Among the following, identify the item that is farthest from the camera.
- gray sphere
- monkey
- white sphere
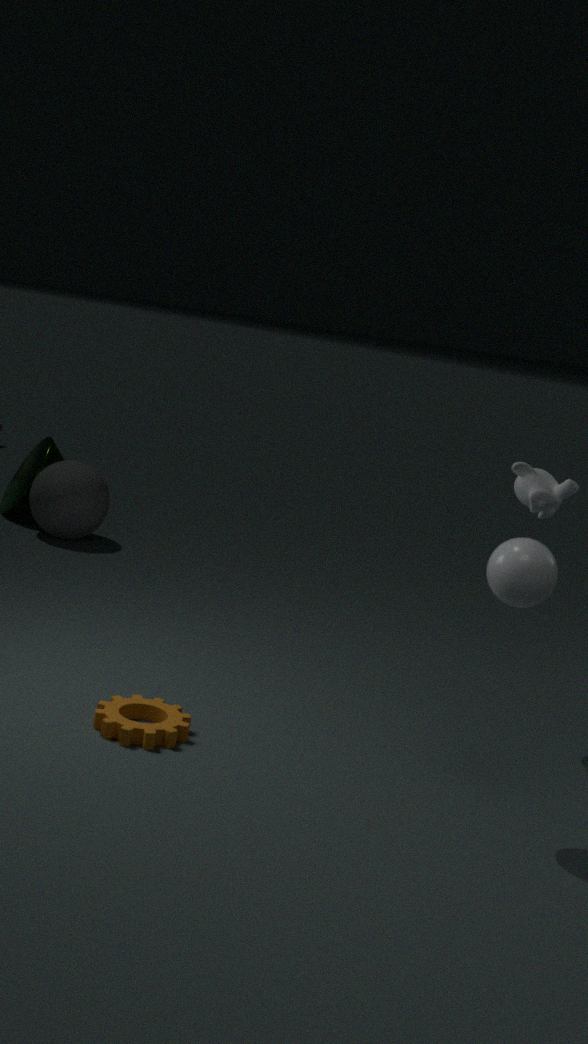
gray sphere
